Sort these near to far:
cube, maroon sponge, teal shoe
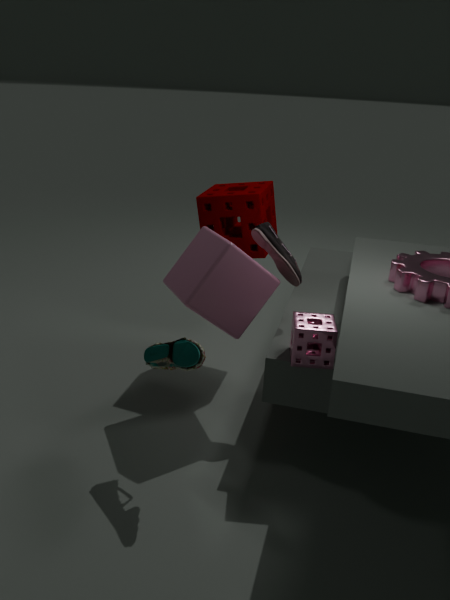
teal shoe, cube, maroon sponge
